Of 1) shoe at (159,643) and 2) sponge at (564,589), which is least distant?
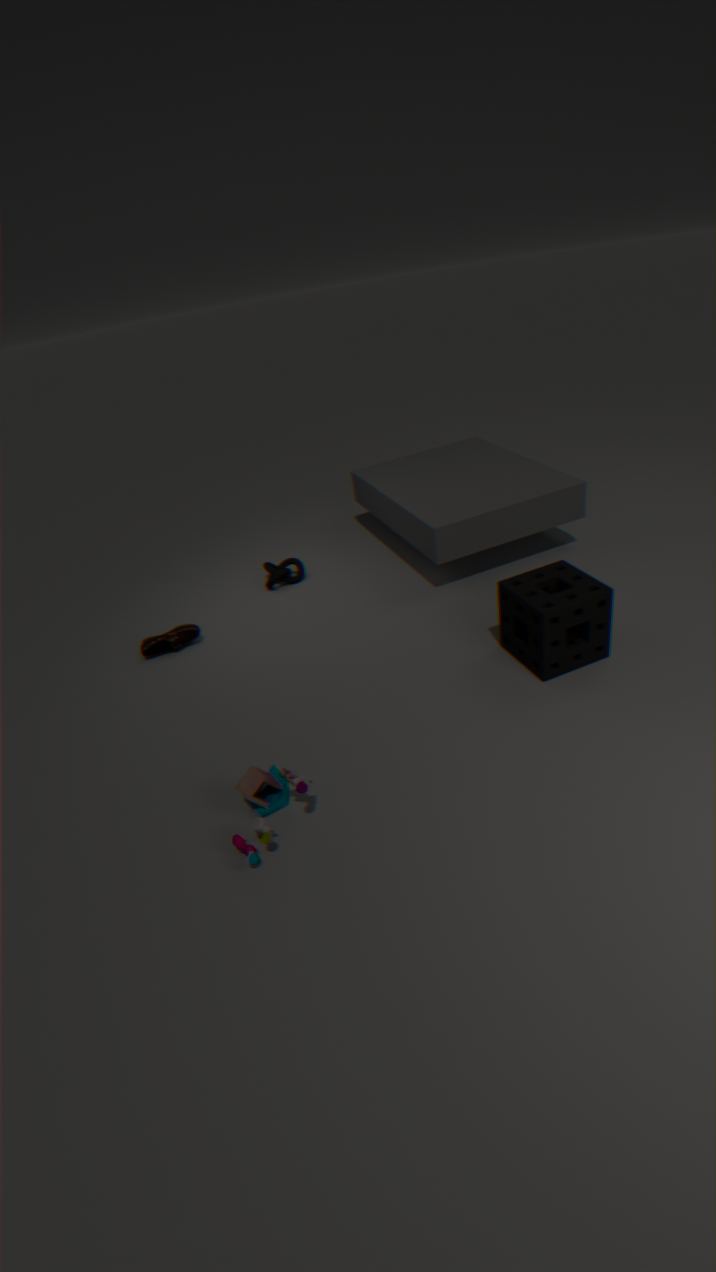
2. sponge at (564,589)
